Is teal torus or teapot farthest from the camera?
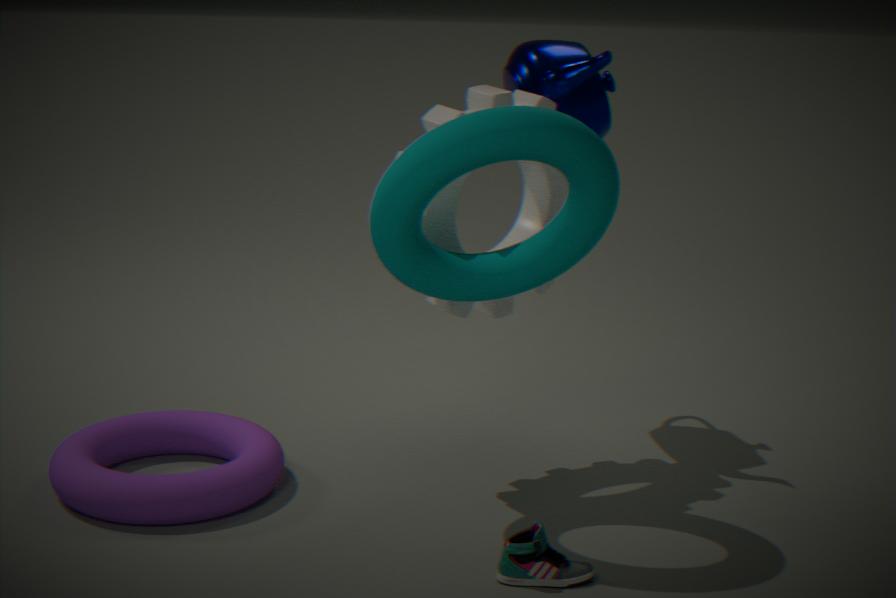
teapot
